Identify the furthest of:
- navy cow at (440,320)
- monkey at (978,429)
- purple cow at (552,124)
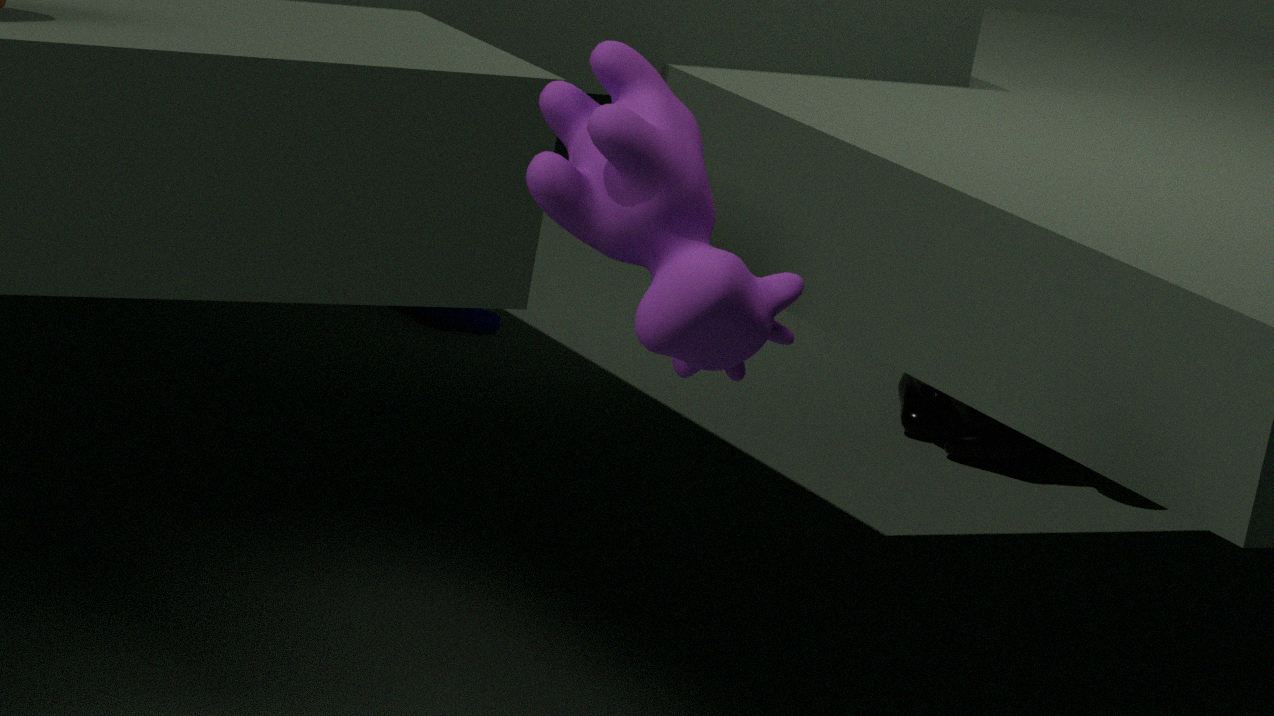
navy cow at (440,320)
